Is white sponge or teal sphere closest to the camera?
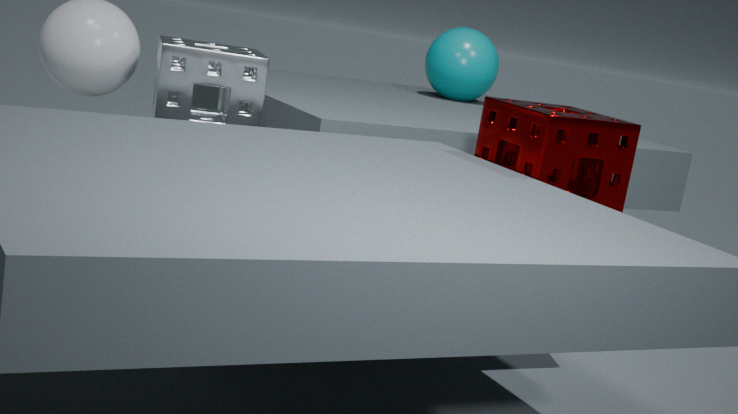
white sponge
